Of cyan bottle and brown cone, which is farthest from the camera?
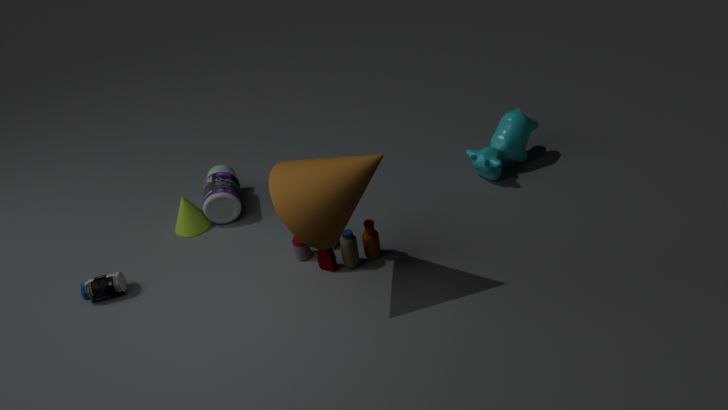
cyan bottle
